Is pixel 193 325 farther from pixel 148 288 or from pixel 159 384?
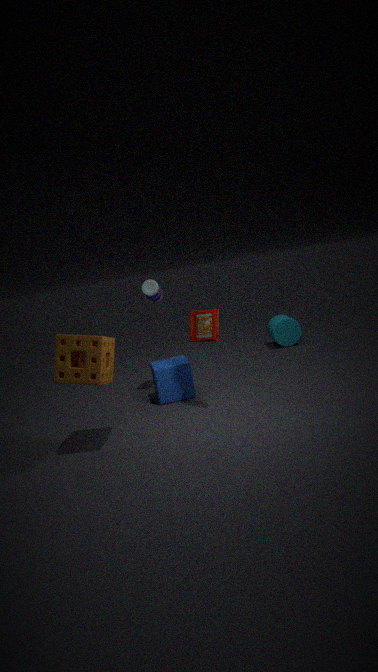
pixel 148 288
